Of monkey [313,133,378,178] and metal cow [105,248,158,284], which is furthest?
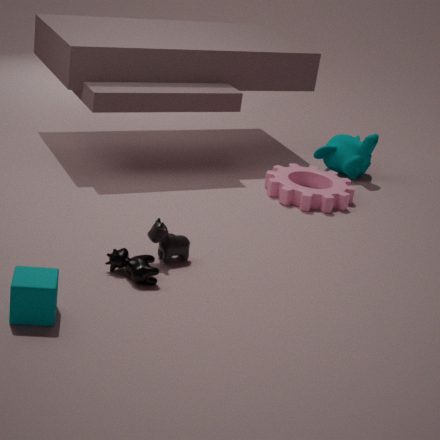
monkey [313,133,378,178]
